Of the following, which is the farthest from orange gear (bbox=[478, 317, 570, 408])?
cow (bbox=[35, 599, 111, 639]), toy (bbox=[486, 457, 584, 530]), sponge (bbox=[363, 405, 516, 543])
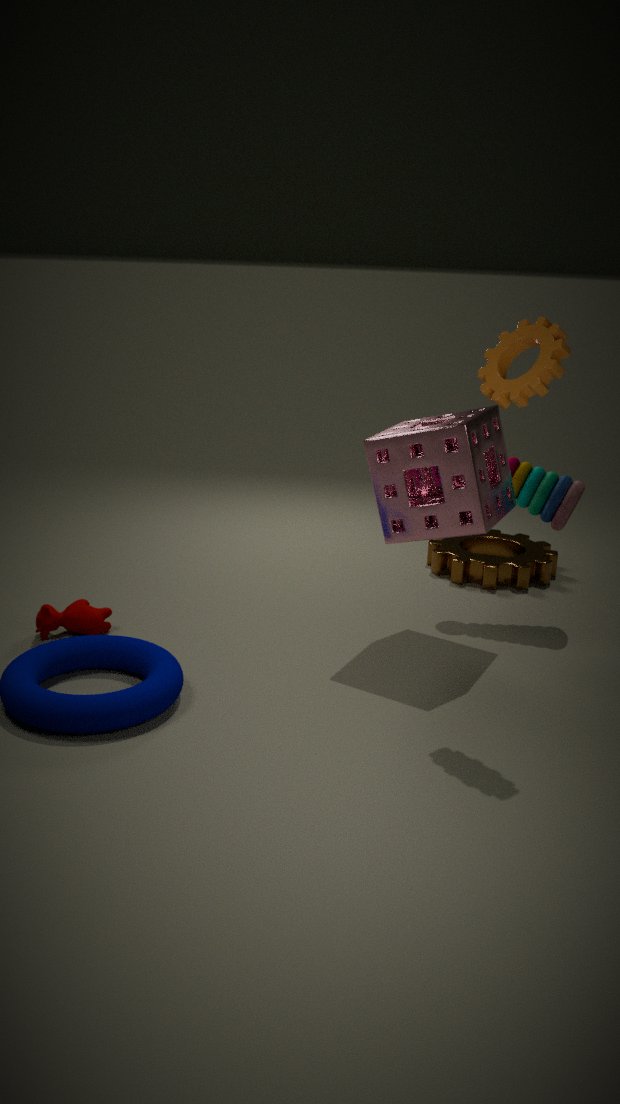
cow (bbox=[35, 599, 111, 639])
